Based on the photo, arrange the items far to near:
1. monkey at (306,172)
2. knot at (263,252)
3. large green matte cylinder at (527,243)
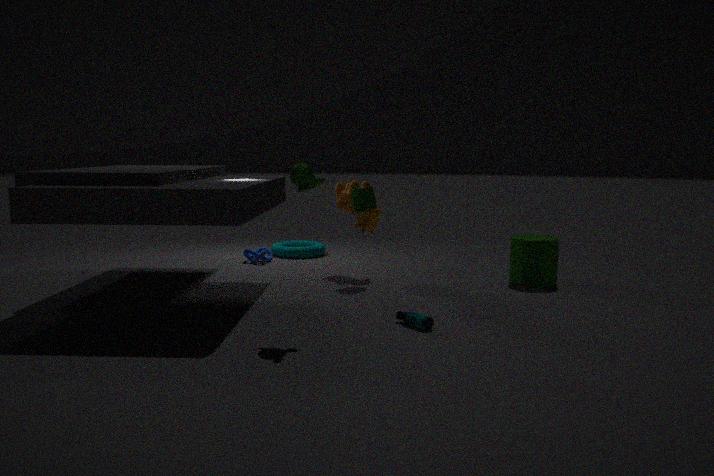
knot at (263,252) < large green matte cylinder at (527,243) < monkey at (306,172)
